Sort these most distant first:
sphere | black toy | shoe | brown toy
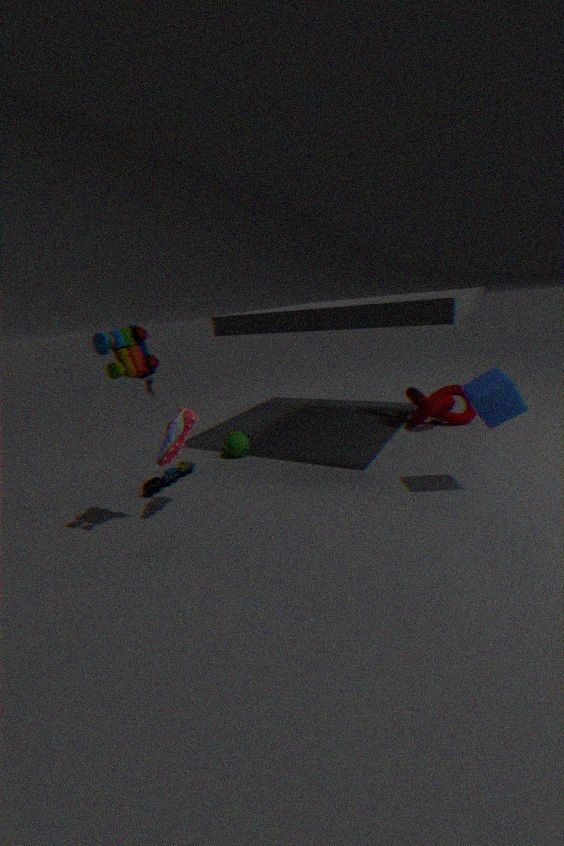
sphere → black toy → shoe → brown toy
